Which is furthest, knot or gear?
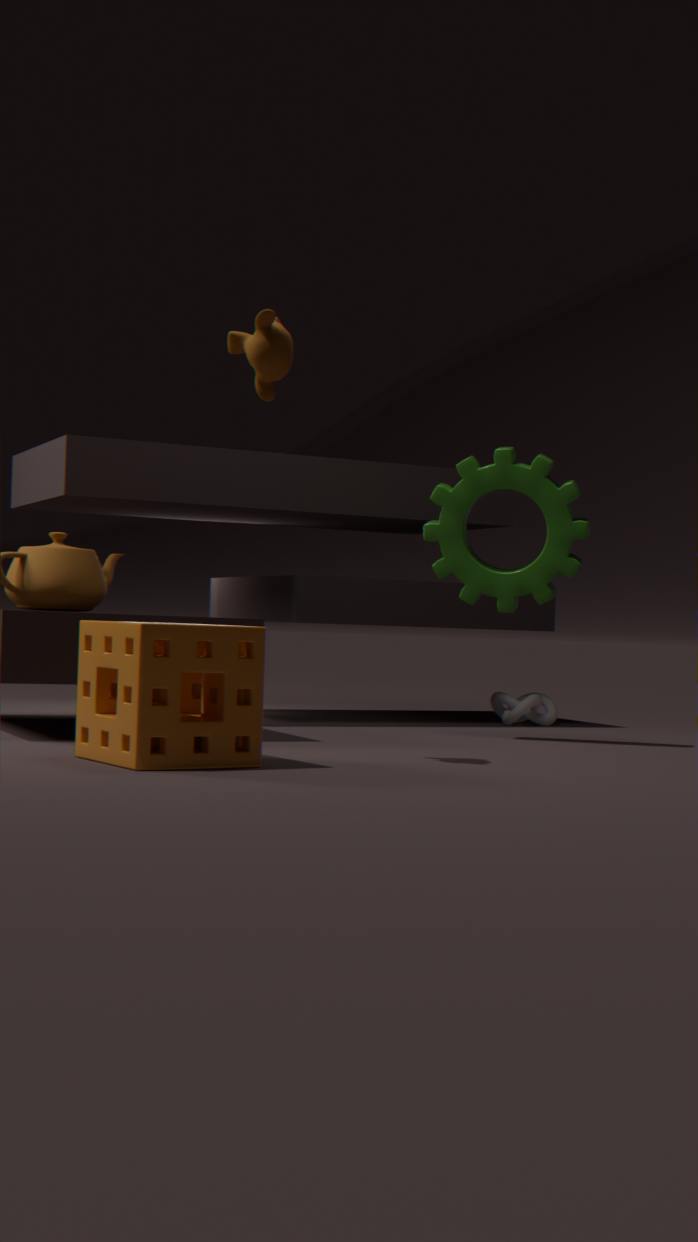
knot
